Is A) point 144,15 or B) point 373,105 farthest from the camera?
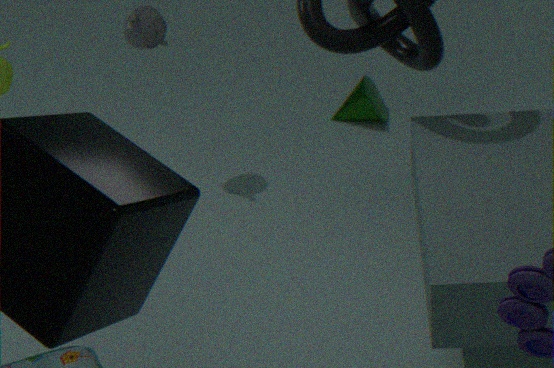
B. point 373,105
